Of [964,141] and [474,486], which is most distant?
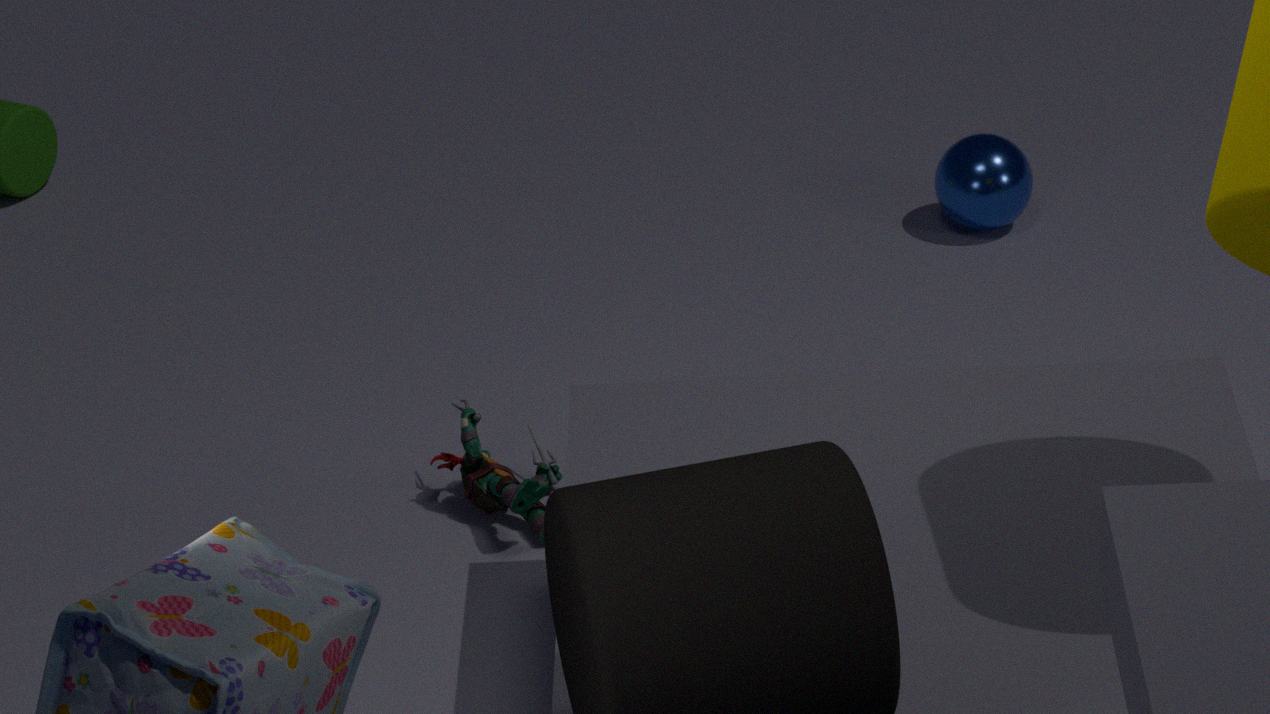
[964,141]
